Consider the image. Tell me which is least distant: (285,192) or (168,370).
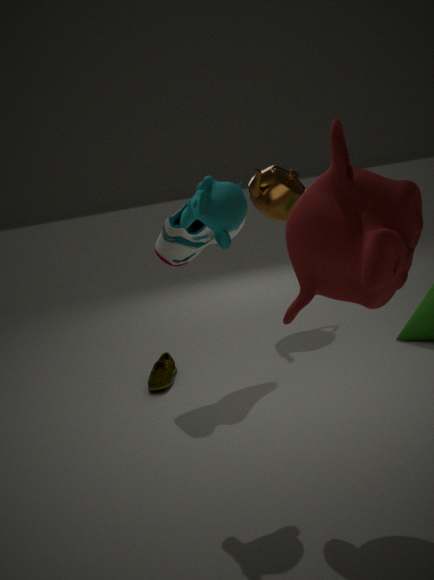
(168,370)
